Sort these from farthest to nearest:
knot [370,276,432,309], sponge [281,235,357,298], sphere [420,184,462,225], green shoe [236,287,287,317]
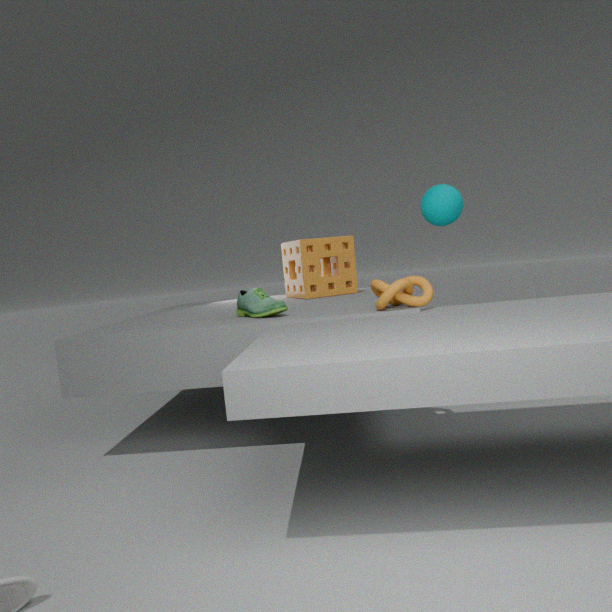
sponge [281,235,357,298] < green shoe [236,287,287,317] < sphere [420,184,462,225] < knot [370,276,432,309]
